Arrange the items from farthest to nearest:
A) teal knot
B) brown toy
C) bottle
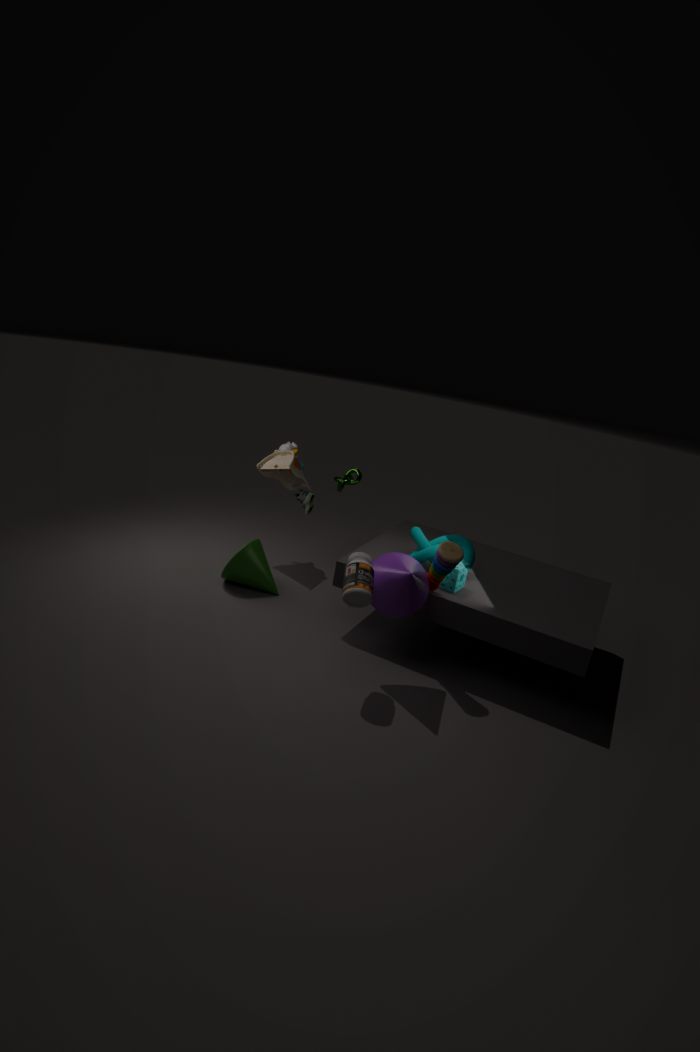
1. brown toy
2. teal knot
3. bottle
